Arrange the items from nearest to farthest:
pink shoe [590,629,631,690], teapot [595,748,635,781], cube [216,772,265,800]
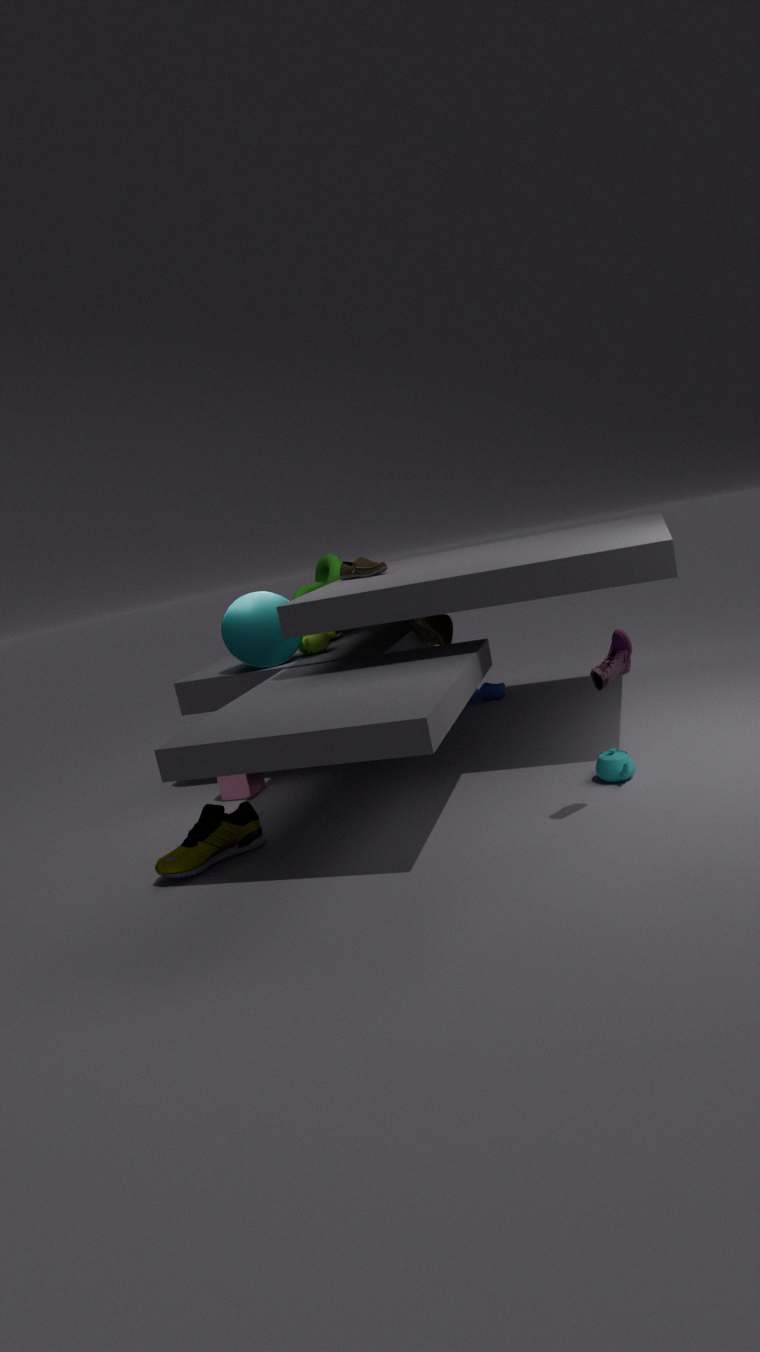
1. pink shoe [590,629,631,690]
2. teapot [595,748,635,781]
3. cube [216,772,265,800]
